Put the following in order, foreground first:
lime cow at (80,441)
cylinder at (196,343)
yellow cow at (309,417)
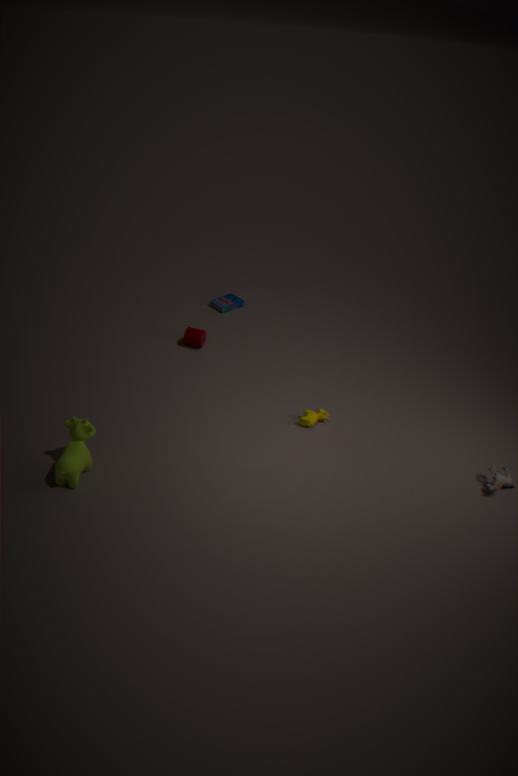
lime cow at (80,441)
yellow cow at (309,417)
cylinder at (196,343)
